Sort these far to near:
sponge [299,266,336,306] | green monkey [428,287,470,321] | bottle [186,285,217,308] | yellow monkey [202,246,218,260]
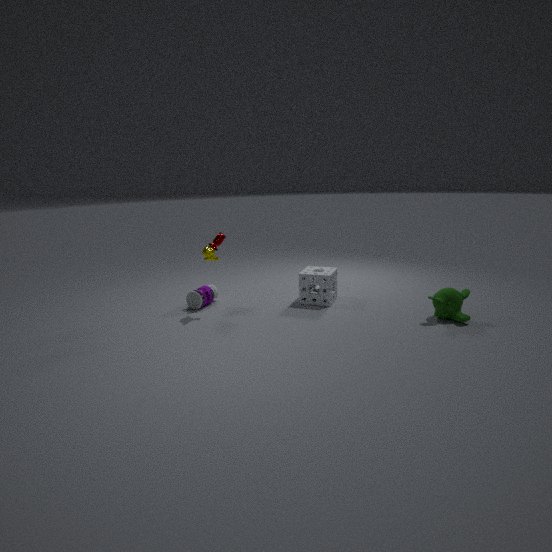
bottle [186,285,217,308] < sponge [299,266,336,306] < yellow monkey [202,246,218,260] < green monkey [428,287,470,321]
